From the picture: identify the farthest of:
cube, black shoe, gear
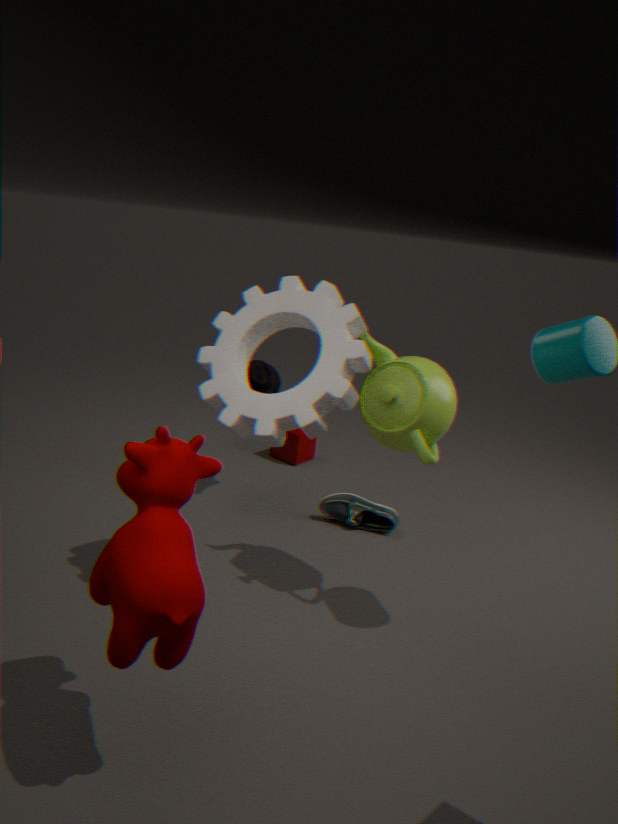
cube
